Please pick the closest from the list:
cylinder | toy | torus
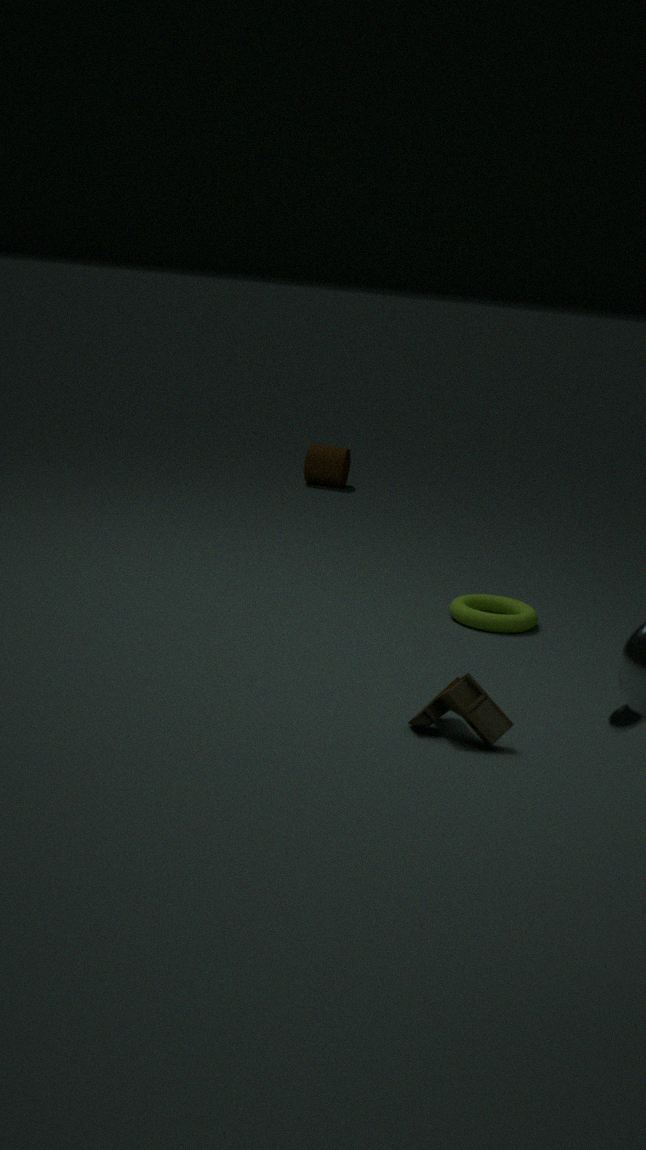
toy
